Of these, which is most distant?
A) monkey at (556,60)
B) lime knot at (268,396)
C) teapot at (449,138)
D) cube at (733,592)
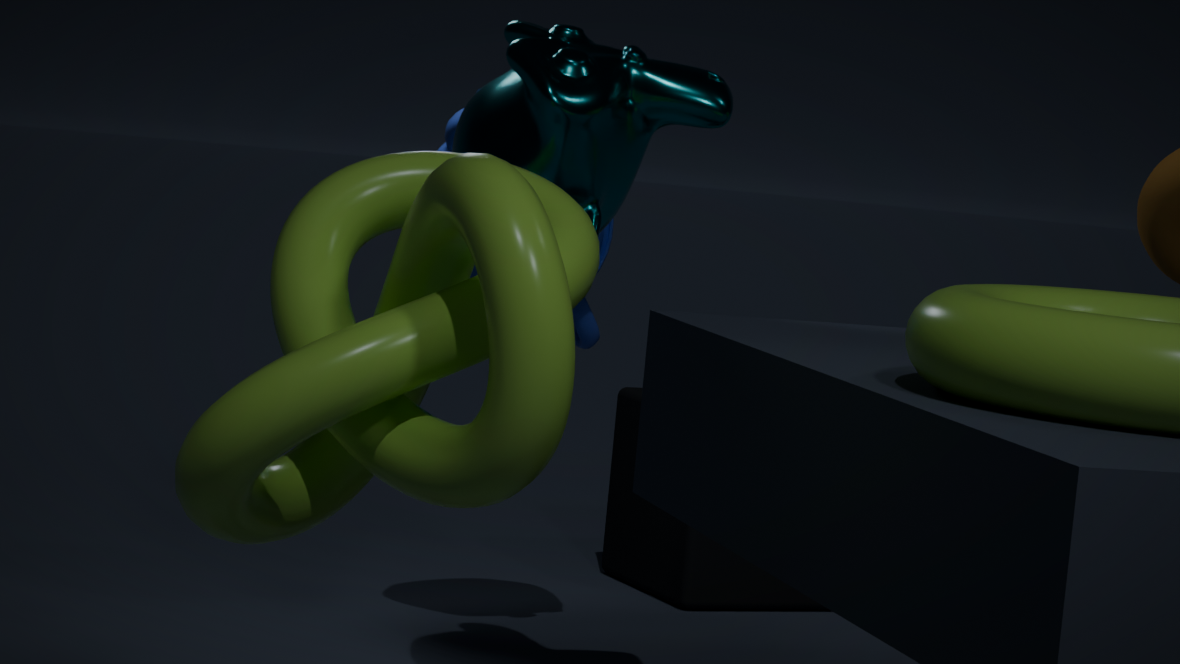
cube at (733,592)
